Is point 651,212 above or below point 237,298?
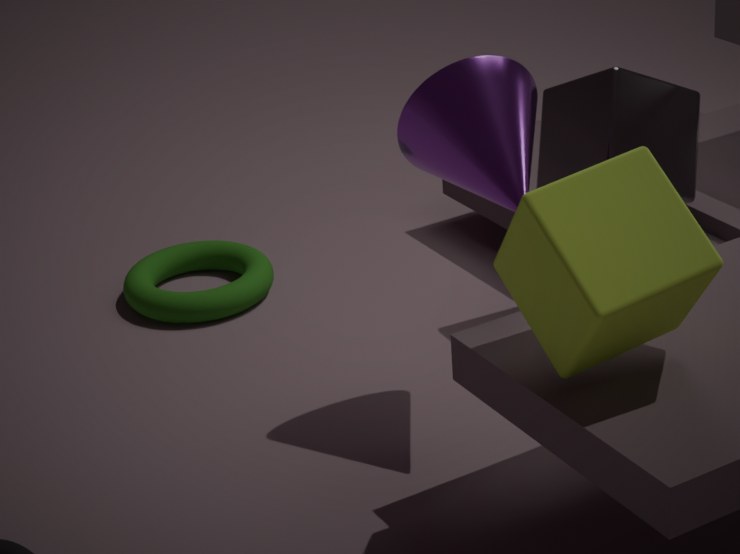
above
